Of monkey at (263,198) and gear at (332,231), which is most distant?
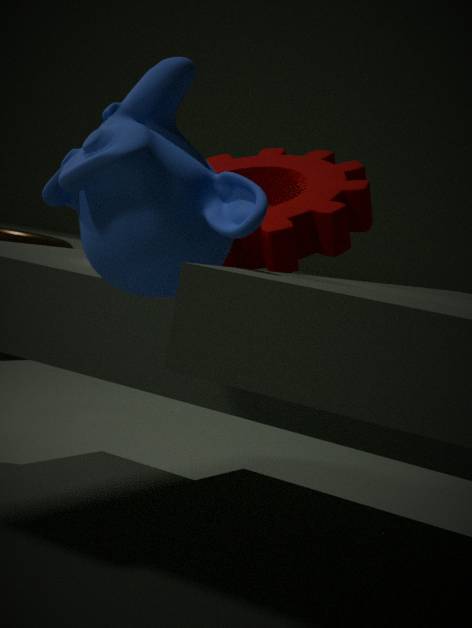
gear at (332,231)
